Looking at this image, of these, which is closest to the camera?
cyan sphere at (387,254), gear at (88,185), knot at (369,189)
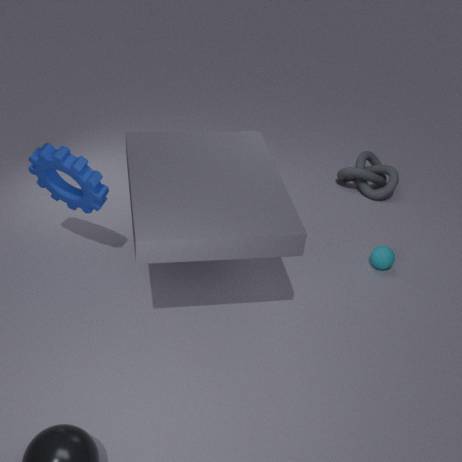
gear at (88,185)
